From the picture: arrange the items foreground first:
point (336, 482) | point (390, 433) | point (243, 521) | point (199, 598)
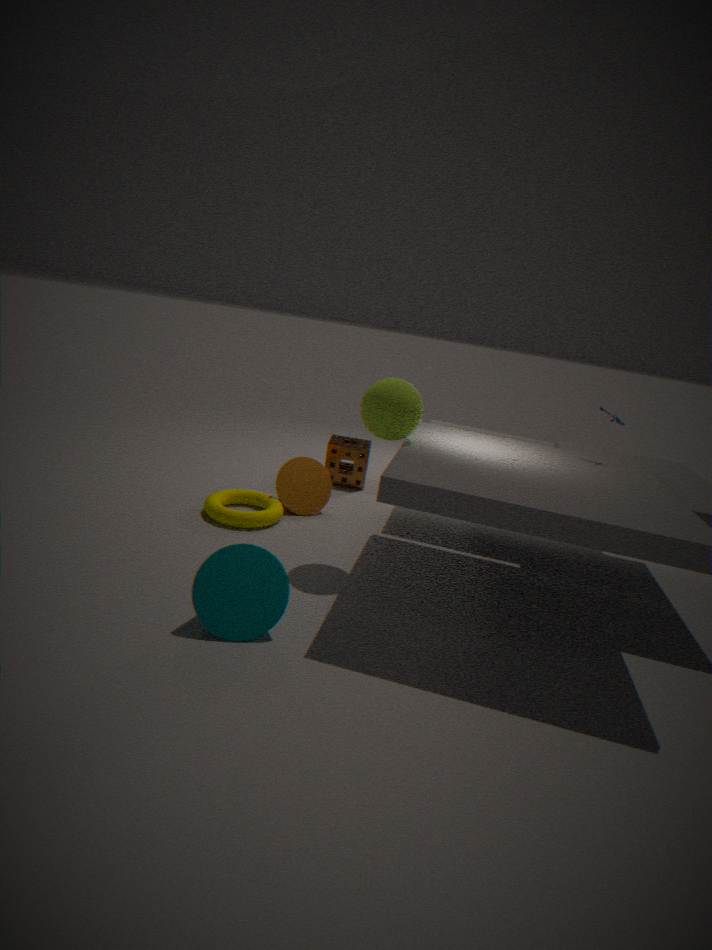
point (199, 598) → point (390, 433) → point (243, 521) → point (336, 482)
